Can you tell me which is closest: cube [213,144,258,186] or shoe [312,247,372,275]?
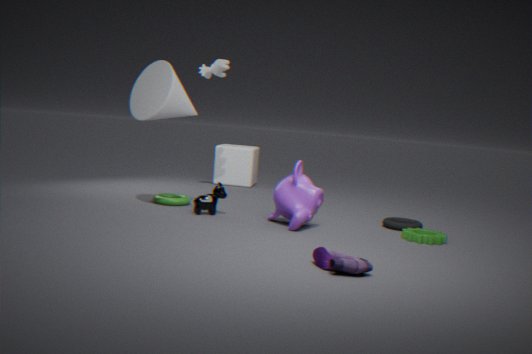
shoe [312,247,372,275]
